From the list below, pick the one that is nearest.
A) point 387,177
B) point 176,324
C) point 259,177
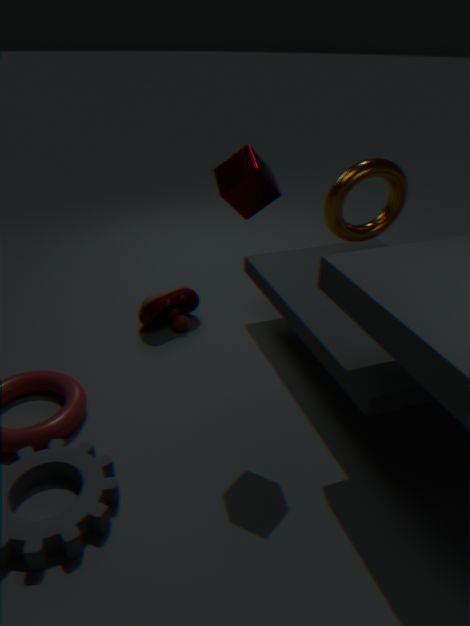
point 259,177
